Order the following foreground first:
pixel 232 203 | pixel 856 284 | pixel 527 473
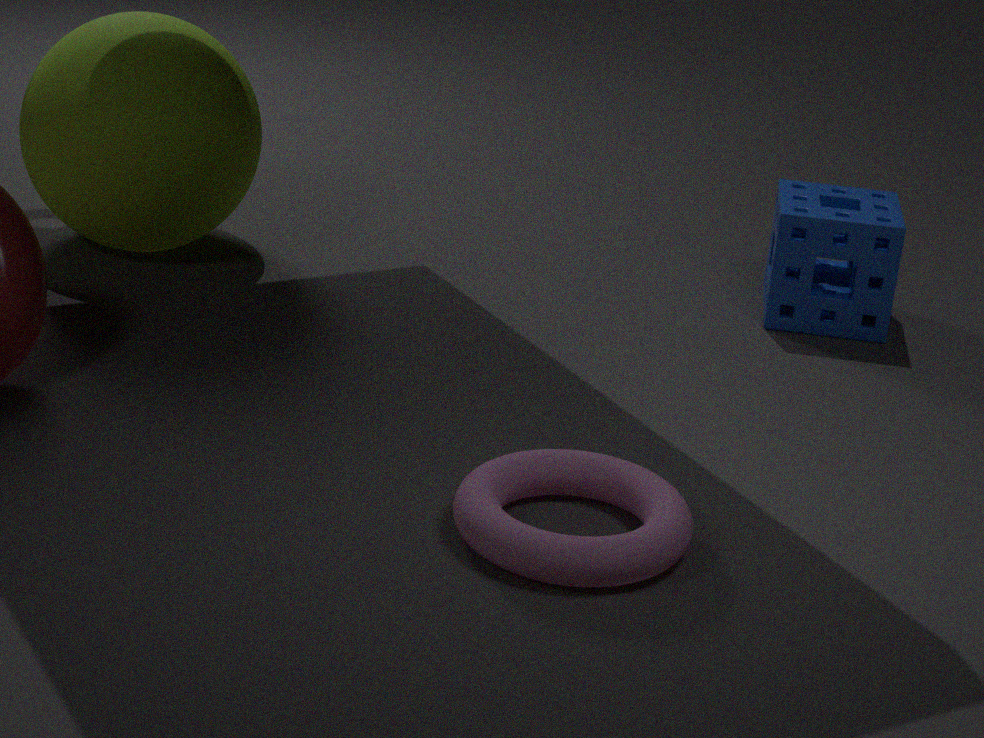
pixel 527 473 → pixel 856 284 → pixel 232 203
